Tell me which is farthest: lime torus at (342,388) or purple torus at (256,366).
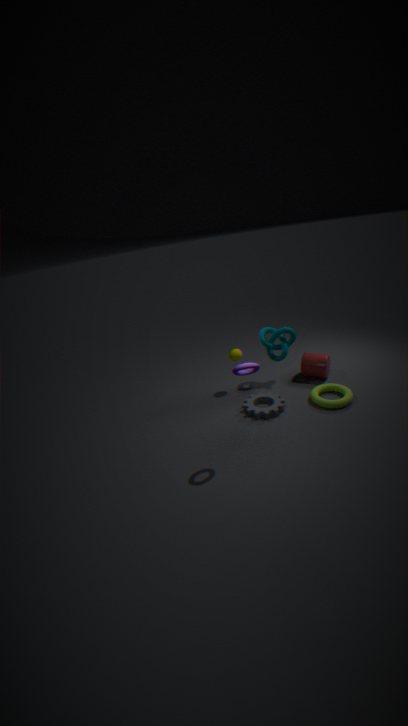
lime torus at (342,388)
